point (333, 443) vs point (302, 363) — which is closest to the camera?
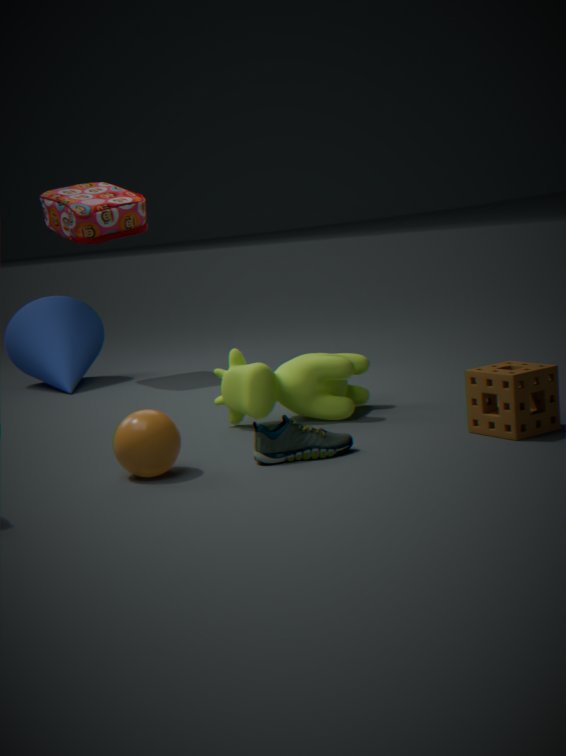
point (333, 443)
